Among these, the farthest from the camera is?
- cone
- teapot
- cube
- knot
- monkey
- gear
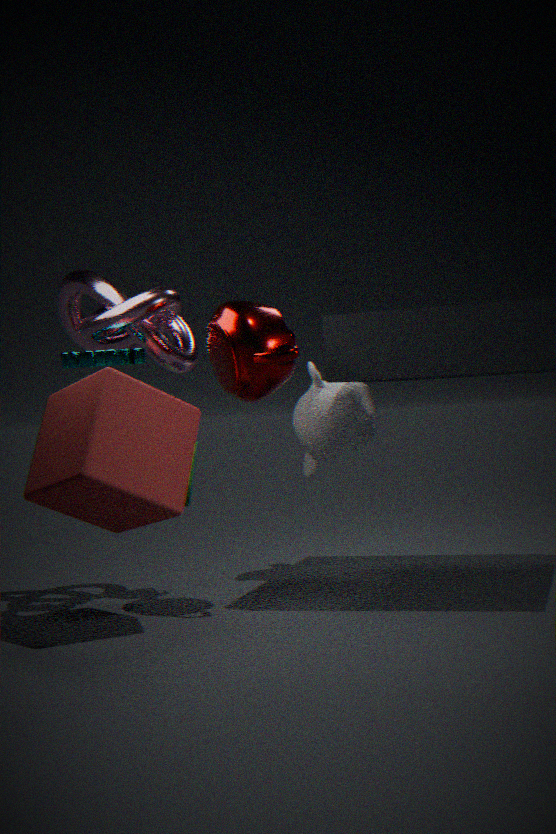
monkey
